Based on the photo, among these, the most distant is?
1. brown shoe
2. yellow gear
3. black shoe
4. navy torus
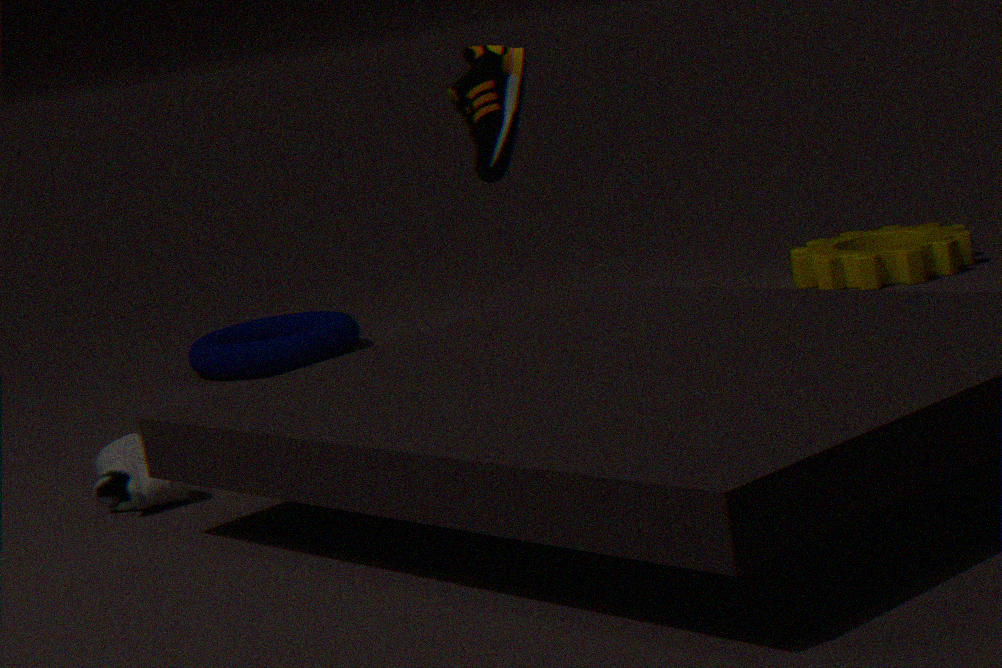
navy torus
